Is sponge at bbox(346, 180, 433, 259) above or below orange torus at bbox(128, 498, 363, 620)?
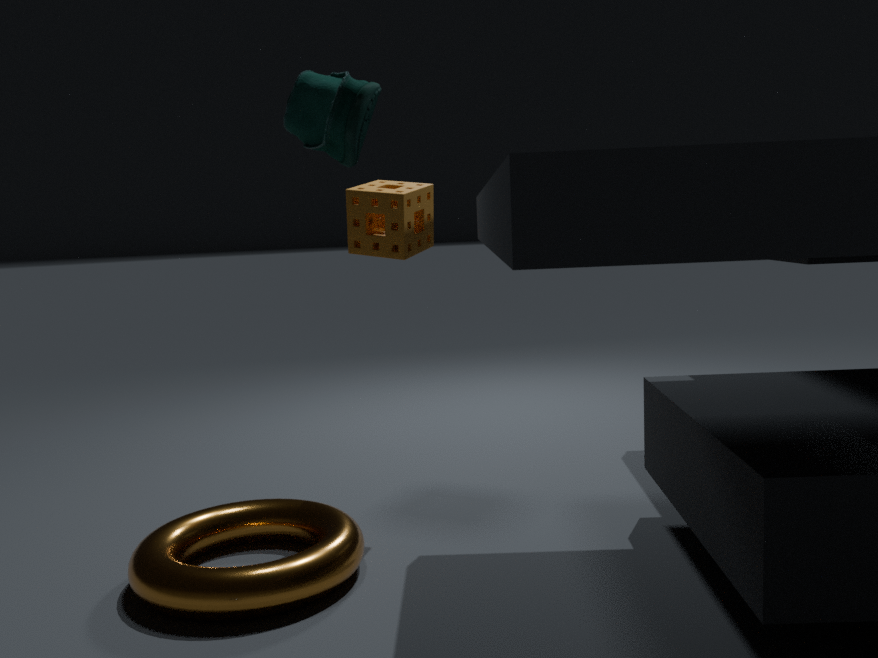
above
